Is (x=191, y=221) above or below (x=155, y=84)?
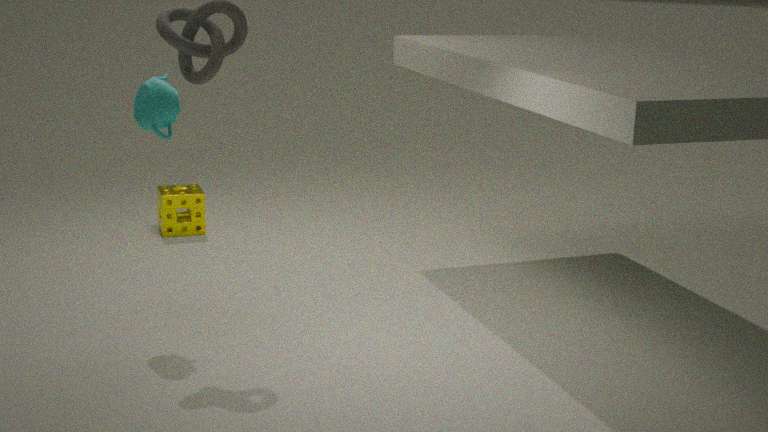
below
